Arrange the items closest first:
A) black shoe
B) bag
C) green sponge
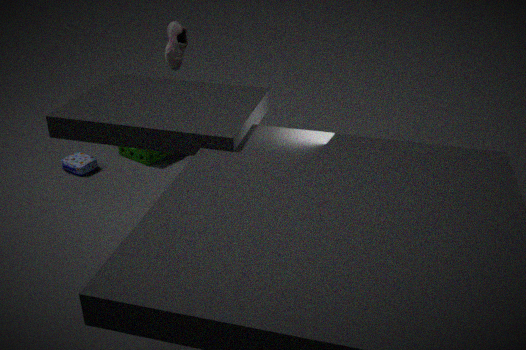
black shoe → bag → green sponge
